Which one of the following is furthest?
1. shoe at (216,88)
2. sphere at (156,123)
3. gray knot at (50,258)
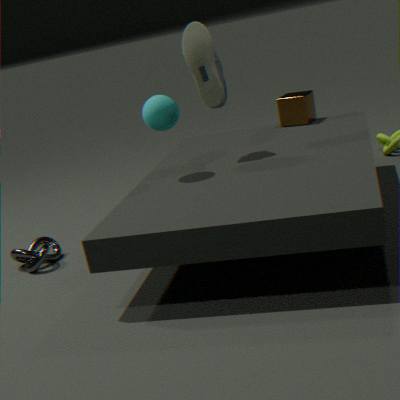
gray knot at (50,258)
